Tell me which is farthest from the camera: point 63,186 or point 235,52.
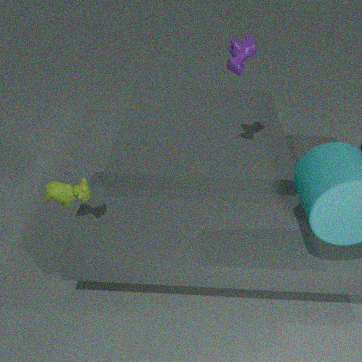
point 235,52
